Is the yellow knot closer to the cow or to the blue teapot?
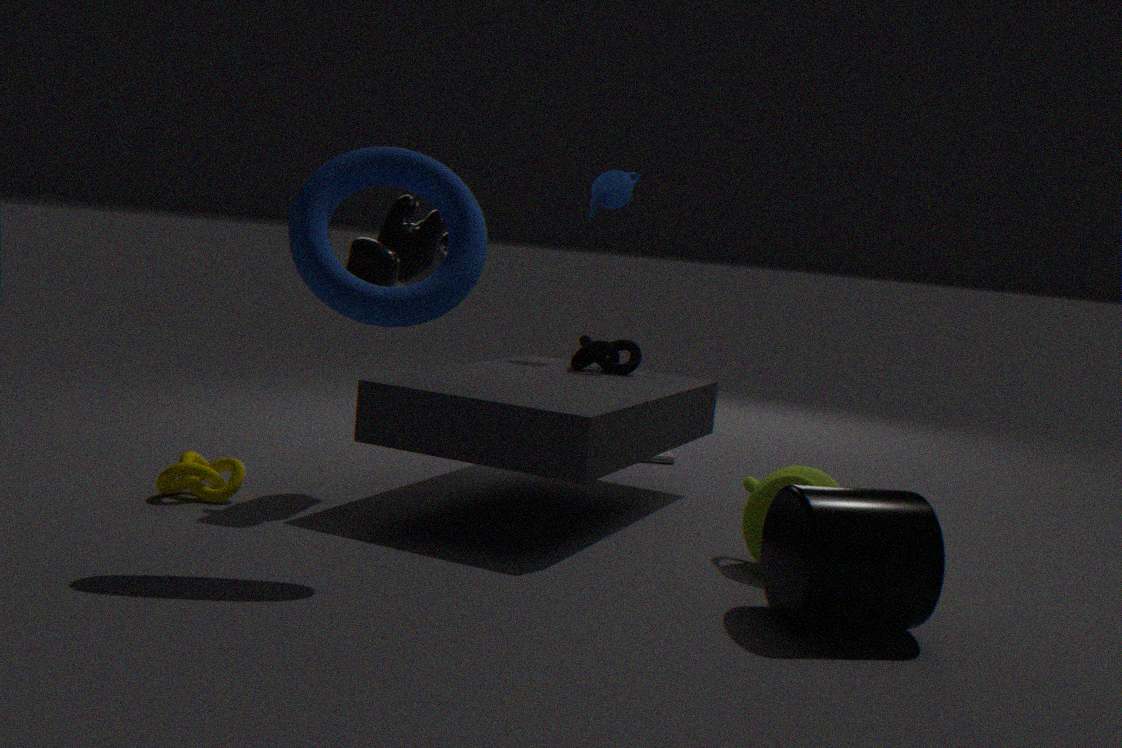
the cow
